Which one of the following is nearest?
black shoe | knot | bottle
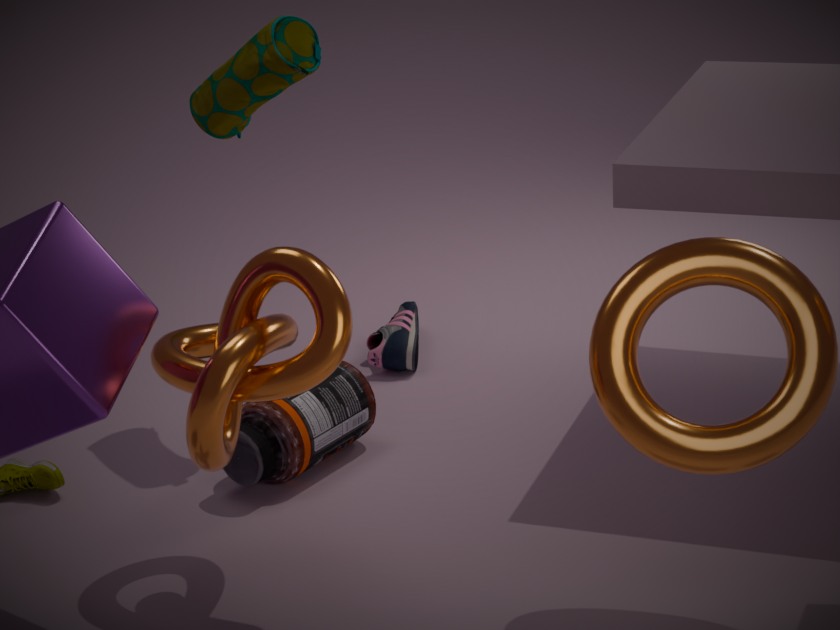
knot
